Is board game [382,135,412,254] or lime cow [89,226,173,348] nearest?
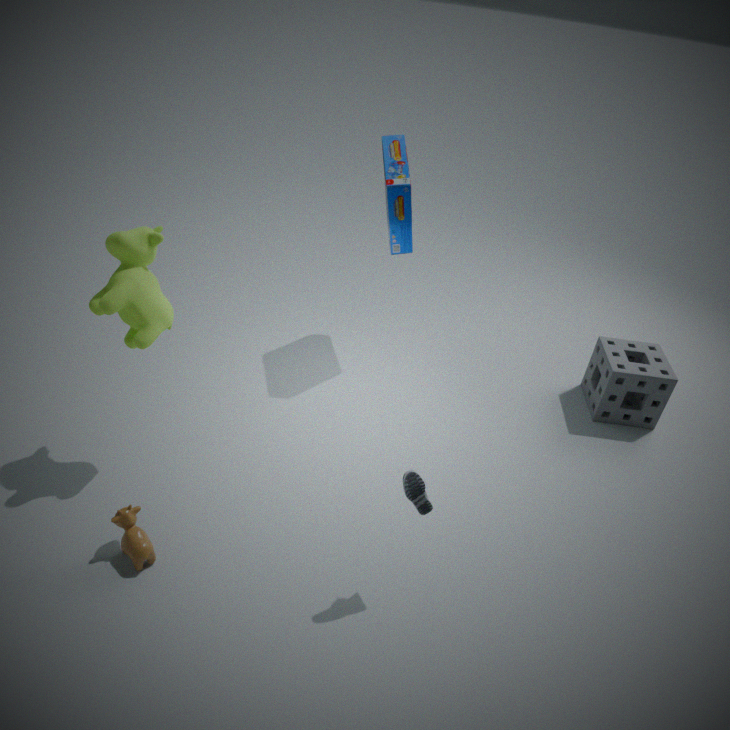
lime cow [89,226,173,348]
